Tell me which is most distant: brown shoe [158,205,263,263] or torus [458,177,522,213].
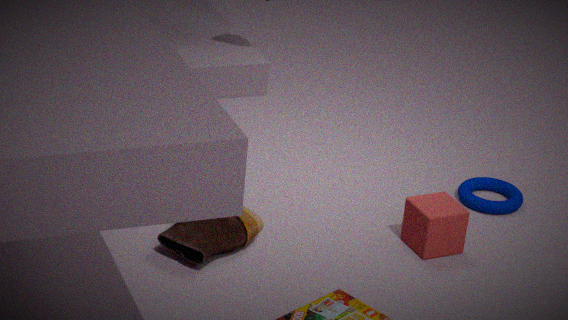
torus [458,177,522,213]
